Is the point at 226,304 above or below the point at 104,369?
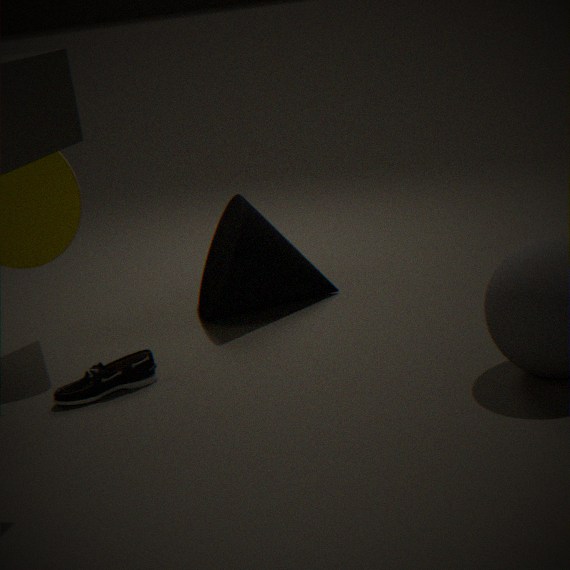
above
